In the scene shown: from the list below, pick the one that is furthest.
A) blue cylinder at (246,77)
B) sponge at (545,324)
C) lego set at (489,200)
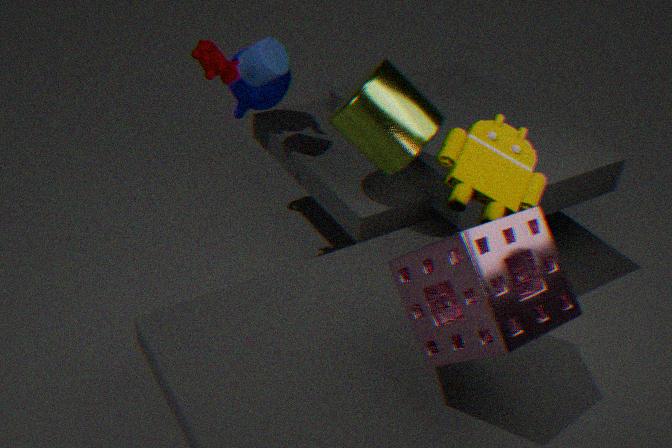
blue cylinder at (246,77)
